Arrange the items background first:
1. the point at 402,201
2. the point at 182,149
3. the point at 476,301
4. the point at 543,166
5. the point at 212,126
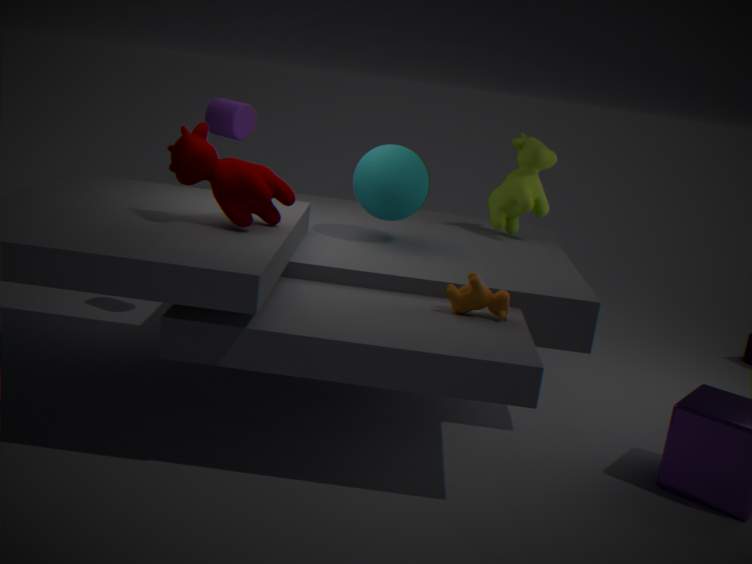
1. the point at 543,166
2. the point at 212,126
3. the point at 402,201
4. the point at 476,301
5. the point at 182,149
